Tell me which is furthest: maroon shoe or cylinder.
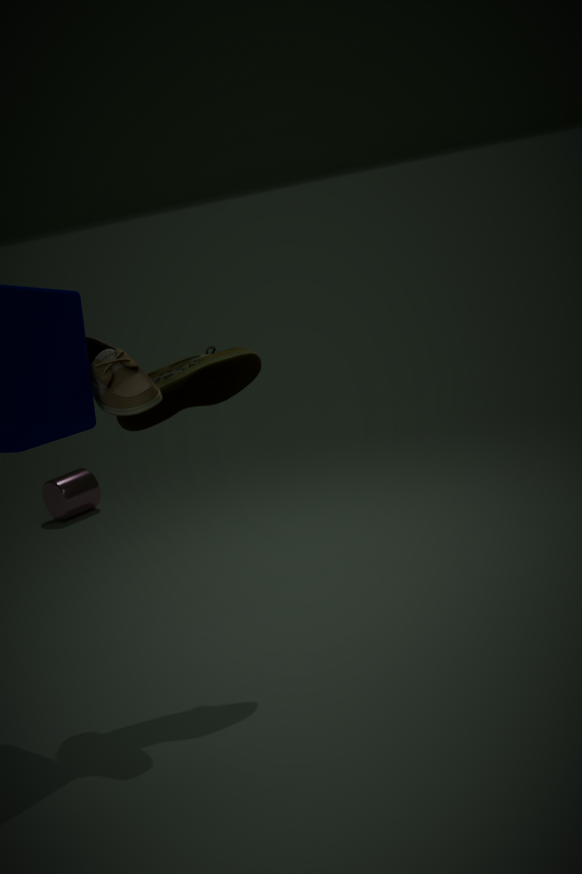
cylinder
